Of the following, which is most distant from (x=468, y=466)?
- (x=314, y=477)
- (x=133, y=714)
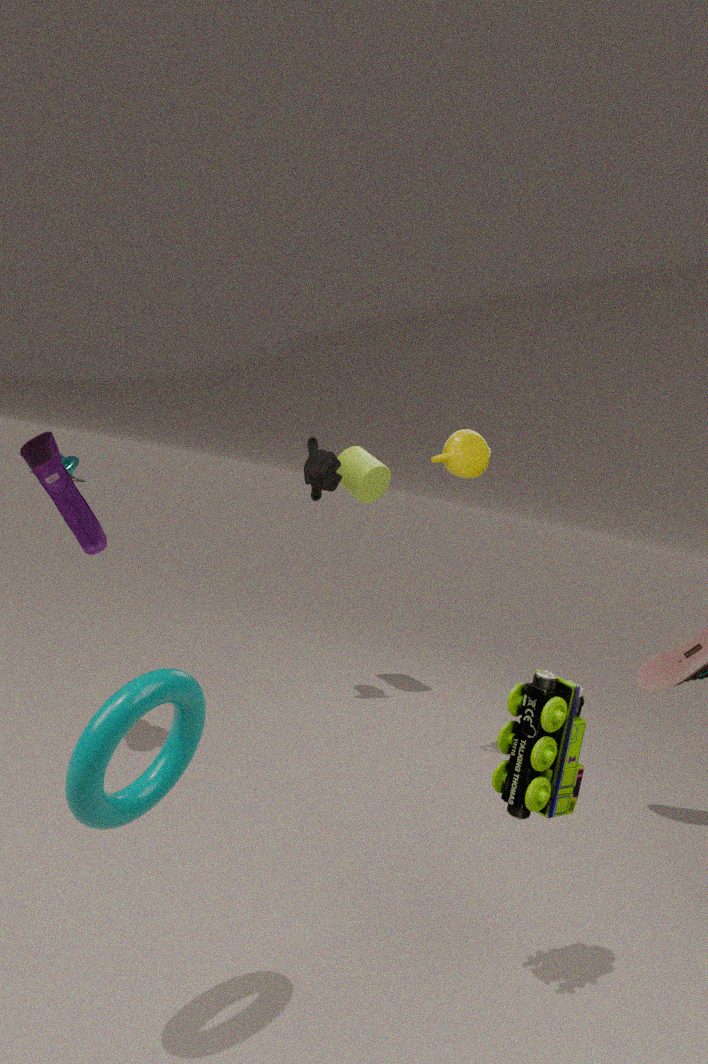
(x=133, y=714)
